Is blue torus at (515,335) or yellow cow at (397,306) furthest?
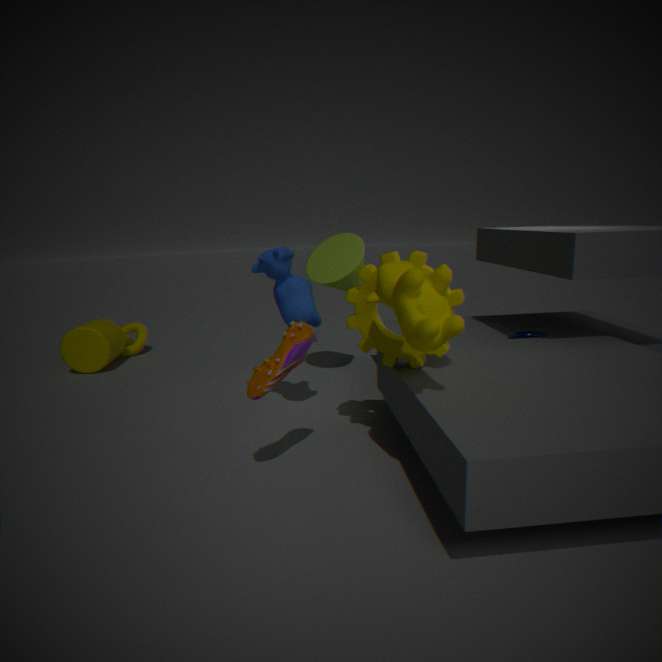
blue torus at (515,335)
